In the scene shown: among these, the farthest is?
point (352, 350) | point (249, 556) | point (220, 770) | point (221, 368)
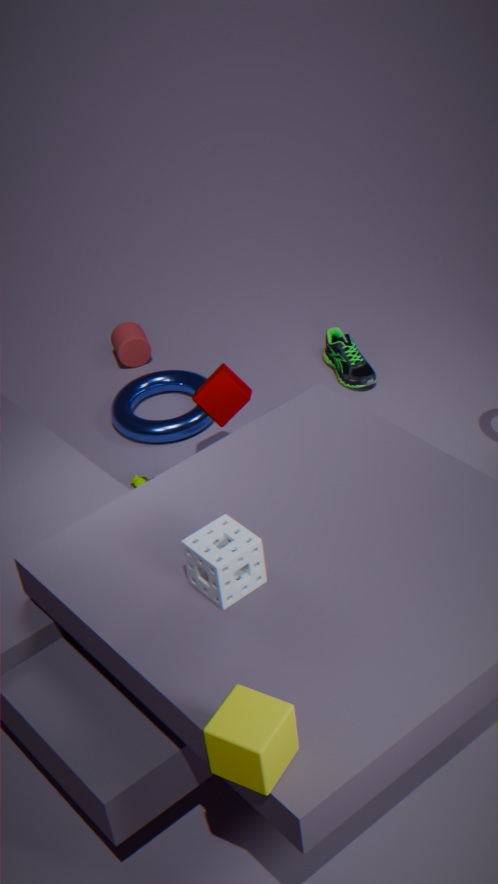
point (352, 350)
